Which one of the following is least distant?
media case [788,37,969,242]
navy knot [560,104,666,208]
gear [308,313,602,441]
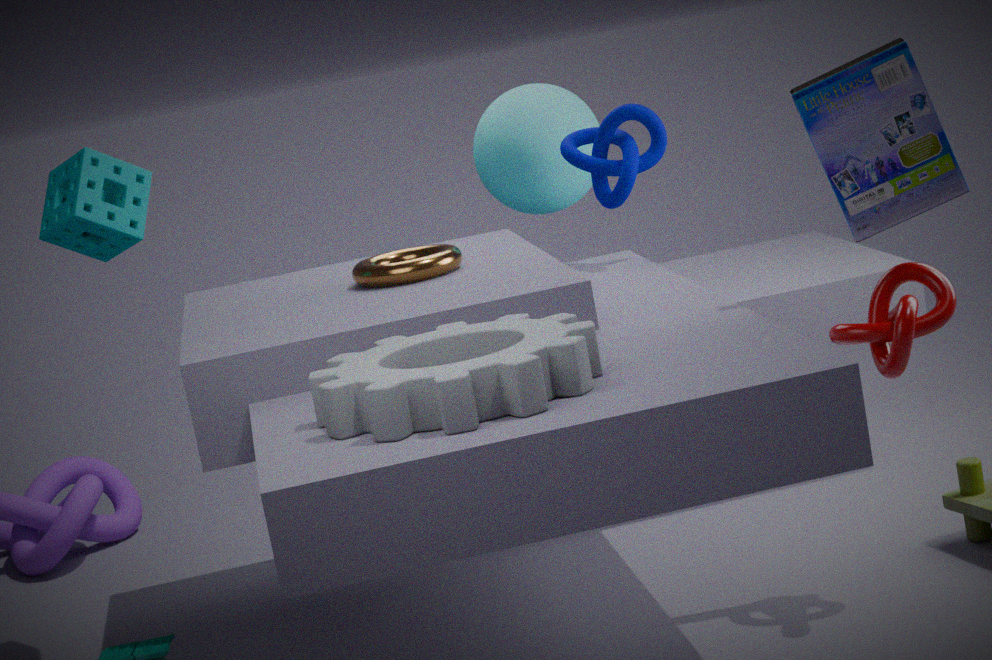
gear [308,313,602,441]
